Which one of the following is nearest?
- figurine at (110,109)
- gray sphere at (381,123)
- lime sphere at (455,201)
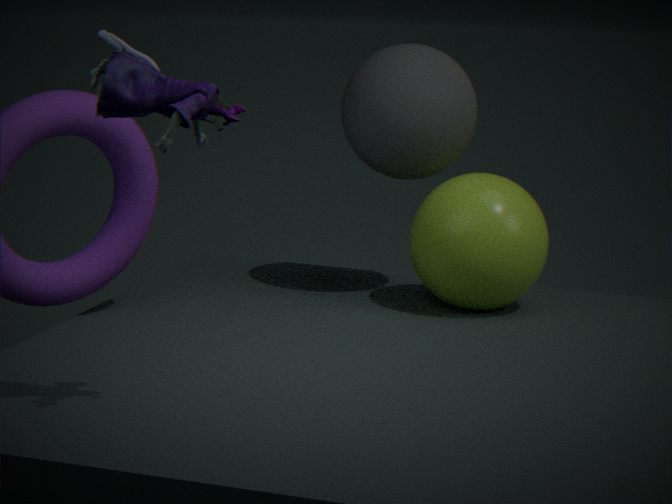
figurine at (110,109)
